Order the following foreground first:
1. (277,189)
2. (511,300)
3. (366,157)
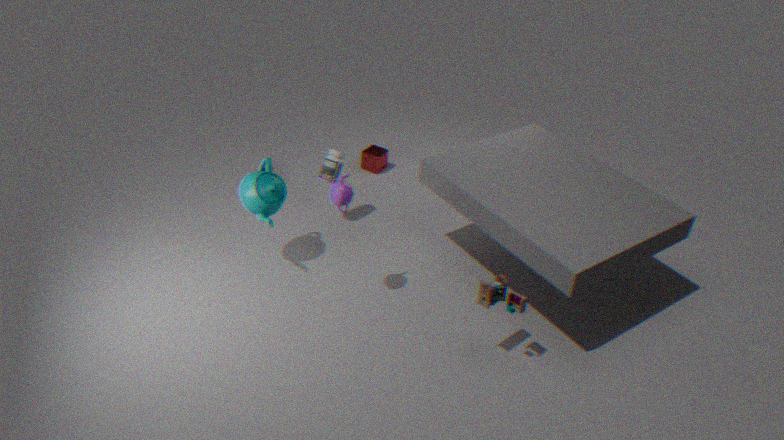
(511,300) → (277,189) → (366,157)
